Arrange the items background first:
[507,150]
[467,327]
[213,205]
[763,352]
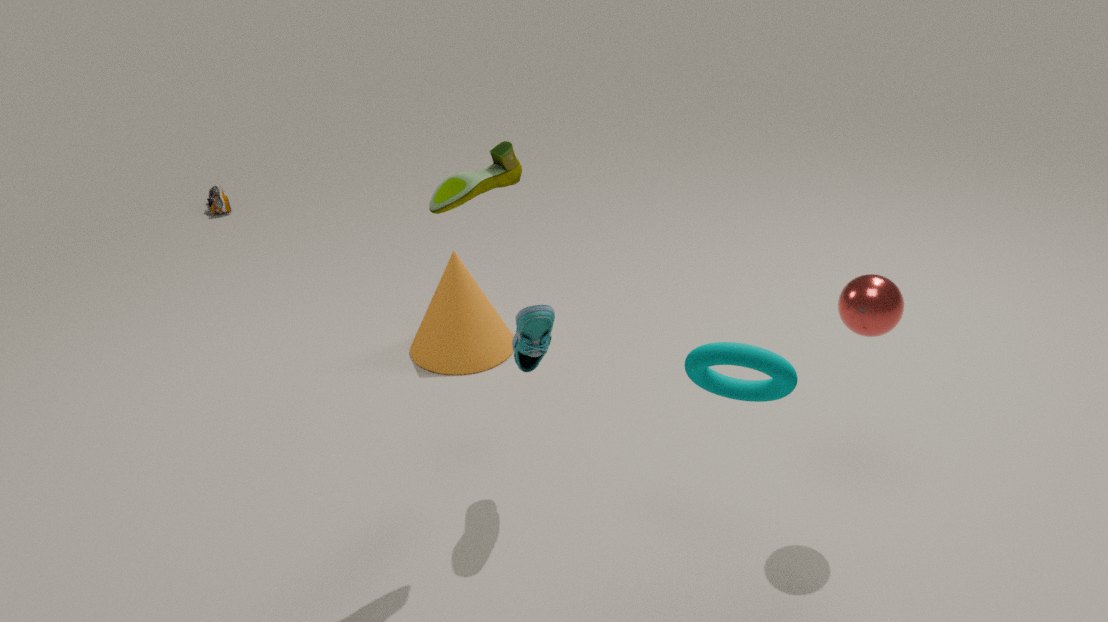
[213,205], [467,327], [507,150], [763,352]
